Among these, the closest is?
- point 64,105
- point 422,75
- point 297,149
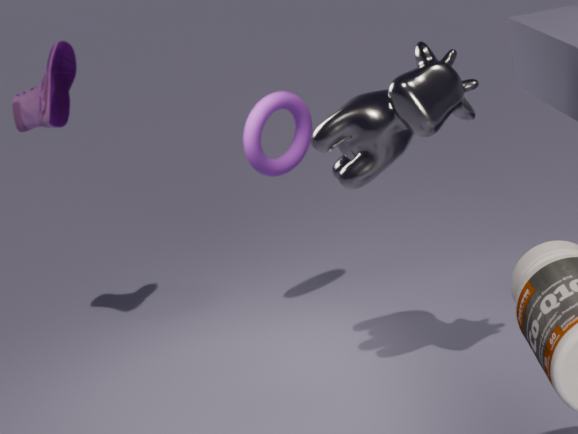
point 422,75
